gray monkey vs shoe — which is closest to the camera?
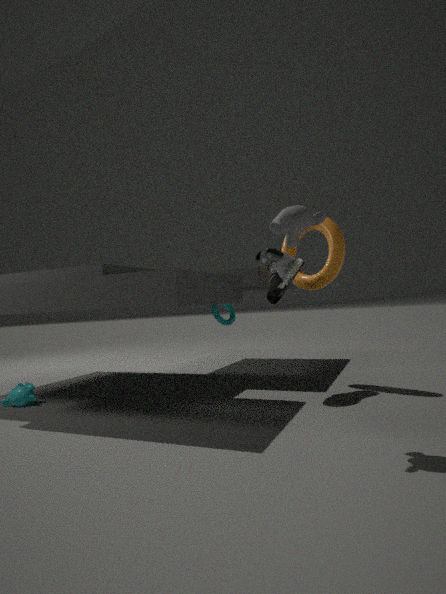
gray monkey
